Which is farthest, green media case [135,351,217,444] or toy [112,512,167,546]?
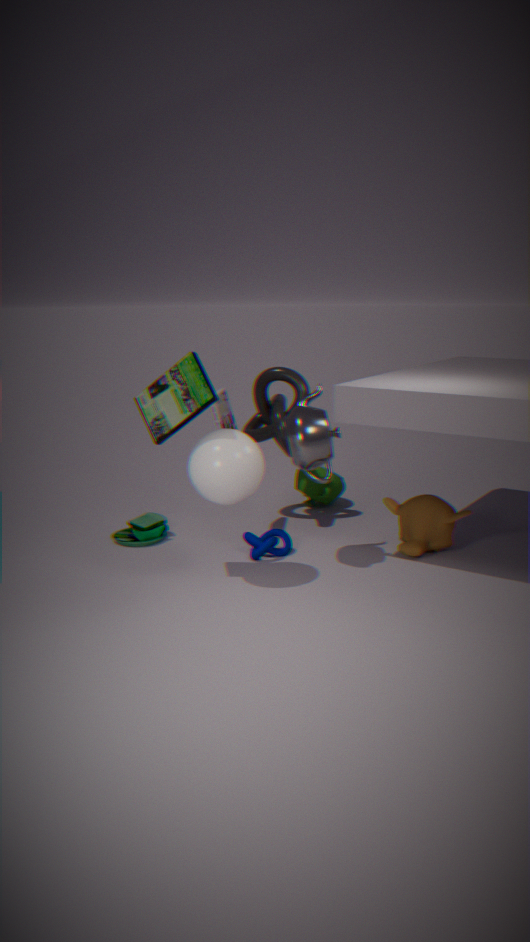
toy [112,512,167,546]
